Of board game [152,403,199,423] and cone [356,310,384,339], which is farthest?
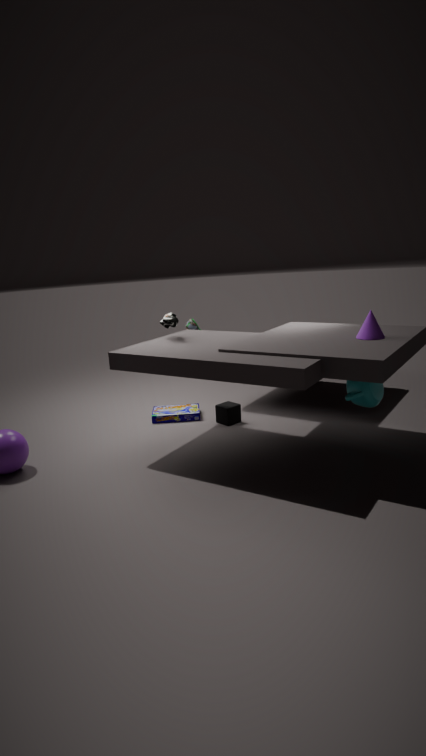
board game [152,403,199,423]
